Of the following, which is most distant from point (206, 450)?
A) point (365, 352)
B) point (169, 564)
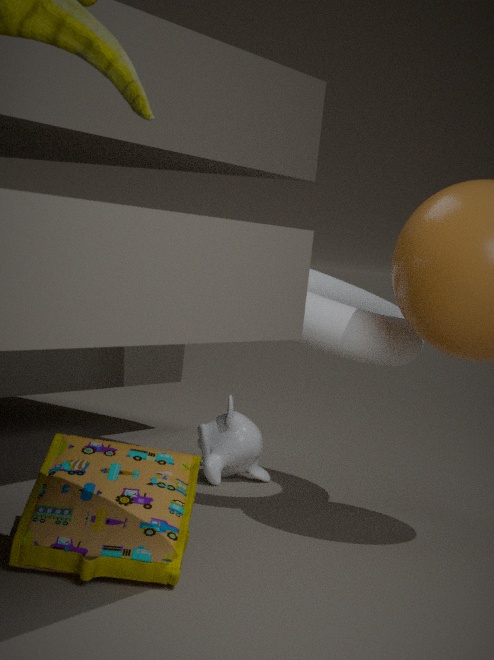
point (169, 564)
